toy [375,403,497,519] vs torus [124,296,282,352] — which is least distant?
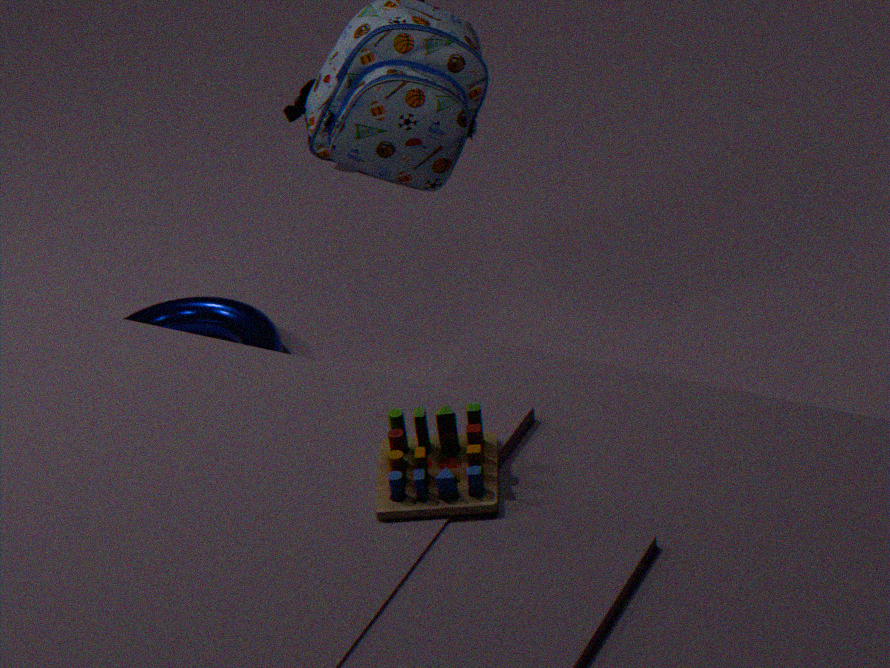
toy [375,403,497,519]
